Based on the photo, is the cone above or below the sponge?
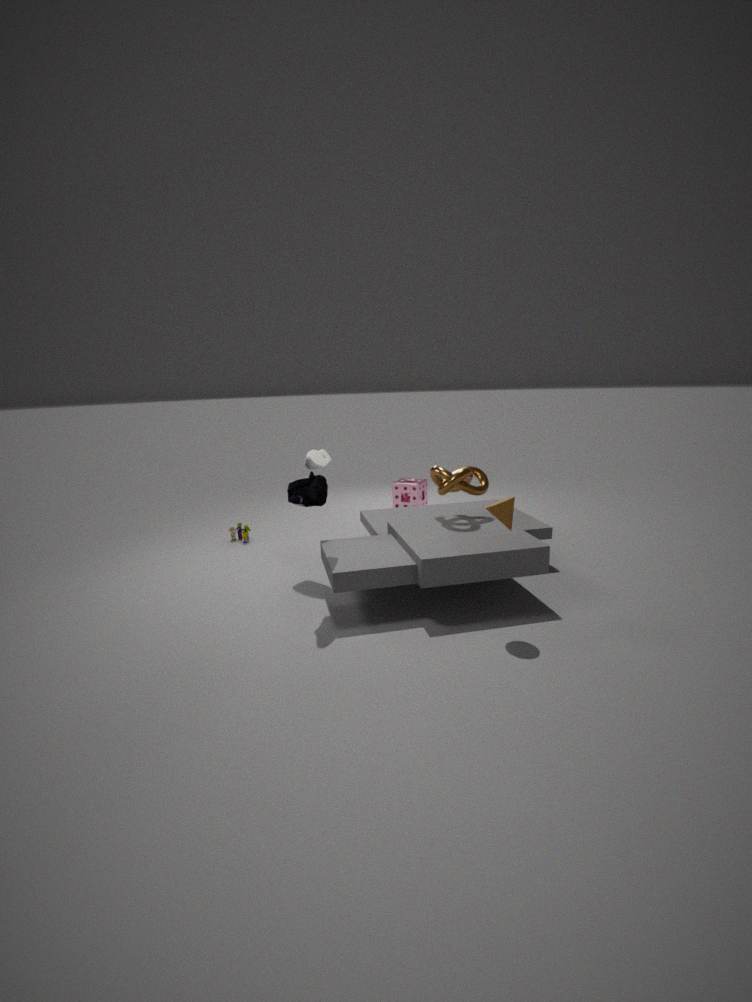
above
